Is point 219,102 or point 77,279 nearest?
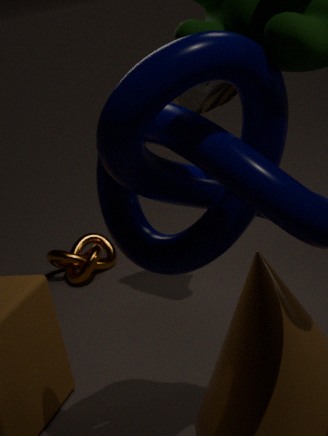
point 219,102
